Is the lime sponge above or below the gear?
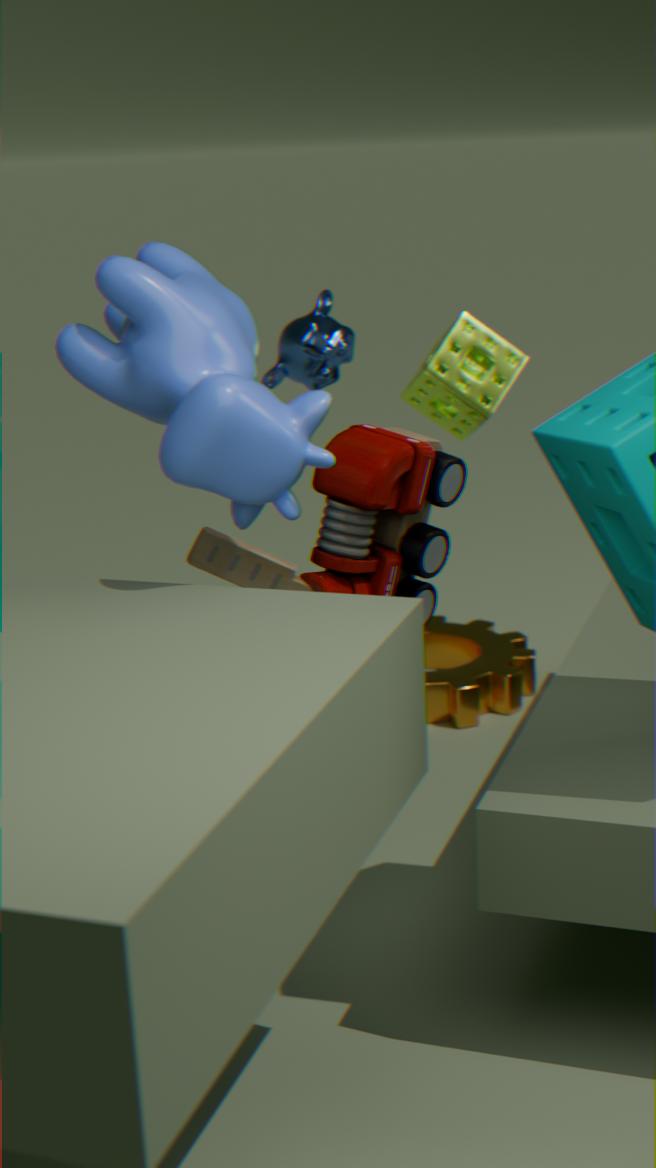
above
